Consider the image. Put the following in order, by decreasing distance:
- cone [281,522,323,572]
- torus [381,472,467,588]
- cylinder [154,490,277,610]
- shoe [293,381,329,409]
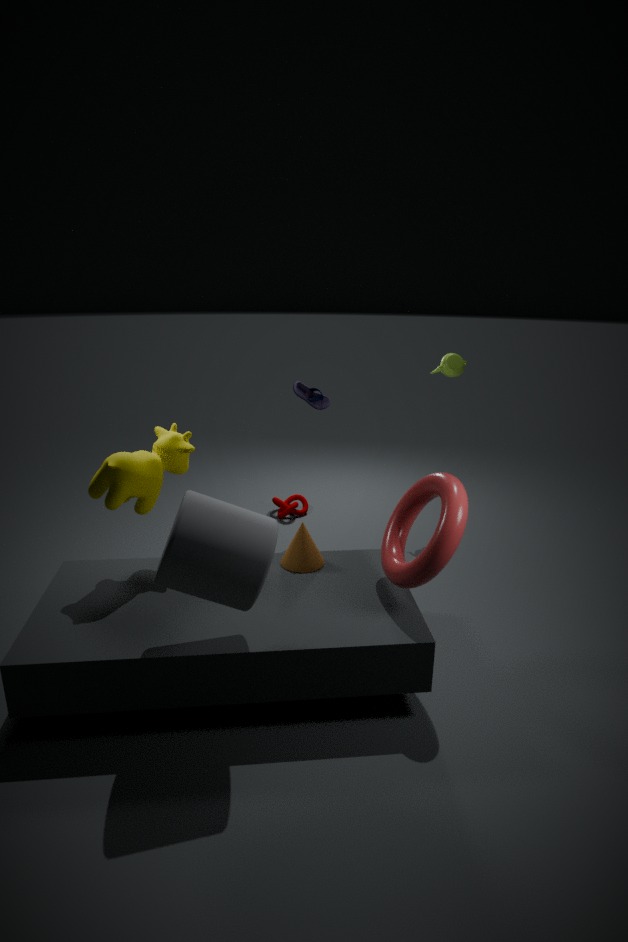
shoe [293,381,329,409] < cone [281,522,323,572] < torus [381,472,467,588] < cylinder [154,490,277,610]
